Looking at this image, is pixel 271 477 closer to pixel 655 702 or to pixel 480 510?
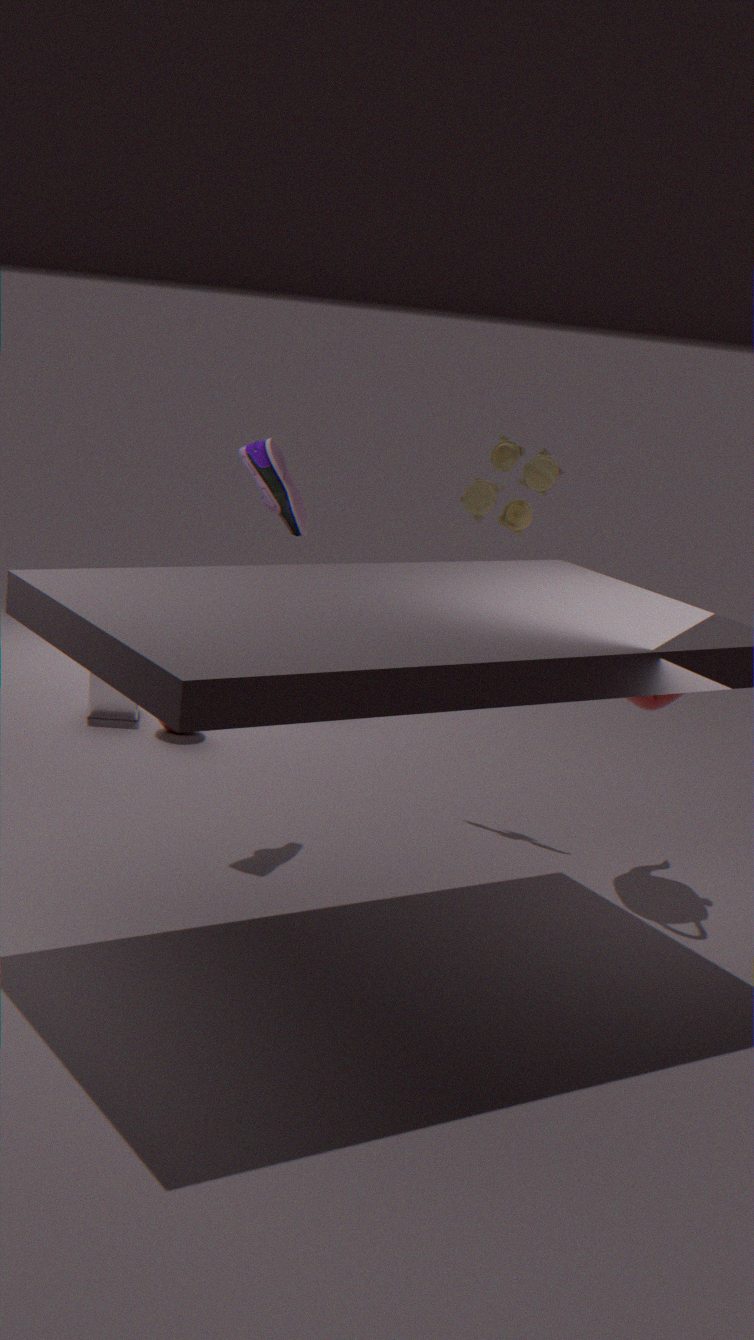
pixel 480 510
